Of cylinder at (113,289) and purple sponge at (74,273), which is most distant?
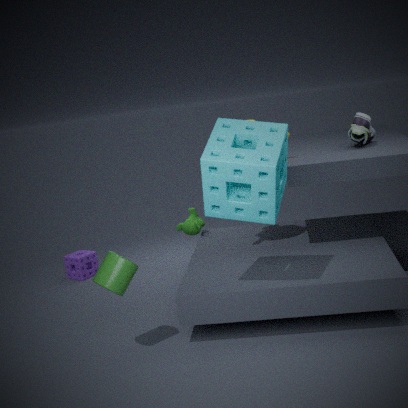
purple sponge at (74,273)
